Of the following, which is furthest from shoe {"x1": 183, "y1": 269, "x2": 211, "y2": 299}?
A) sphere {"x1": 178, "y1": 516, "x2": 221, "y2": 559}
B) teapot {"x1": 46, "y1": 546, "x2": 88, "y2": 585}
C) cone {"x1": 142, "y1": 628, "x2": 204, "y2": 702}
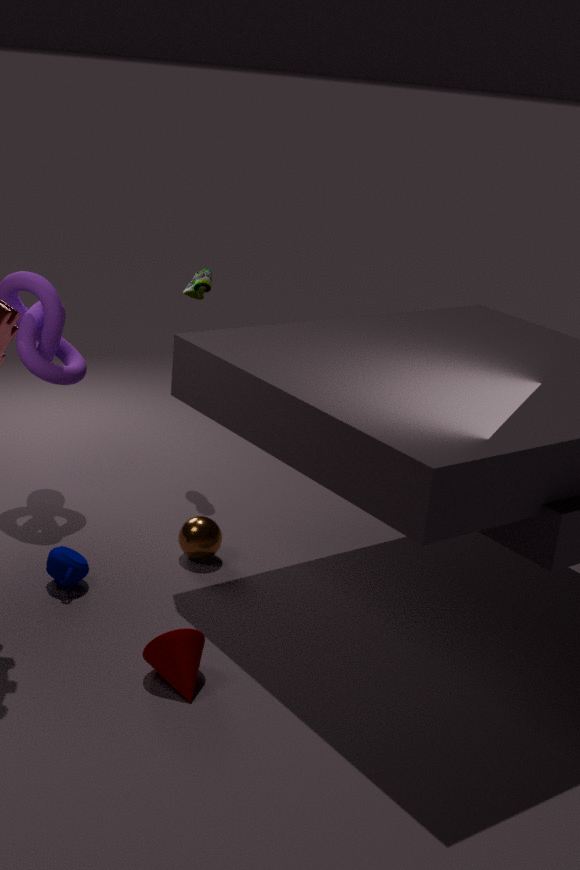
cone {"x1": 142, "y1": 628, "x2": 204, "y2": 702}
